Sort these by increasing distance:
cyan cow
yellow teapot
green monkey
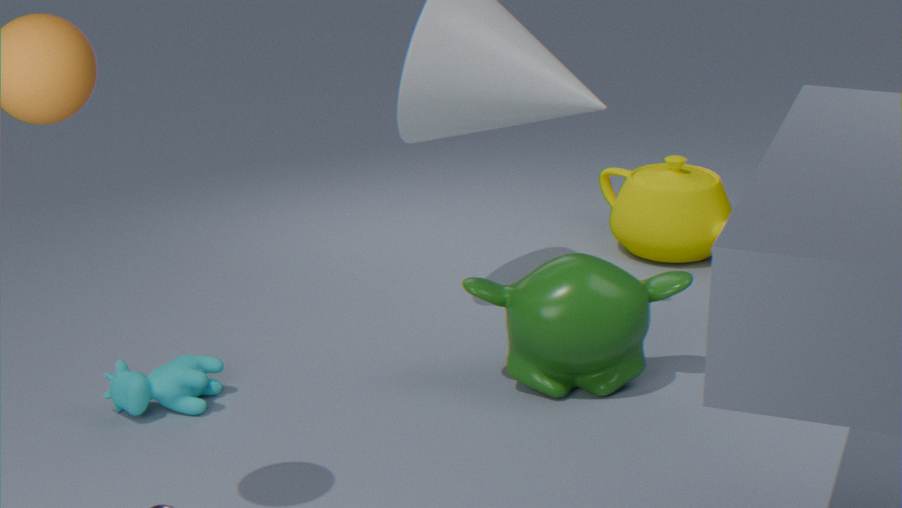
cyan cow
green monkey
yellow teapot
